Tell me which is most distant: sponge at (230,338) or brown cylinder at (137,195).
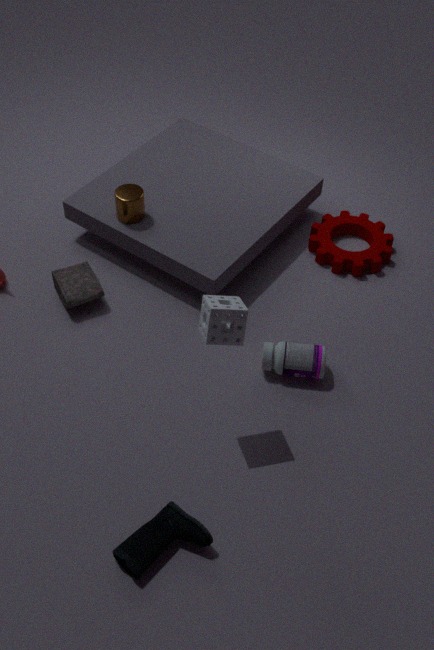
brown cylinder at (137,195)
